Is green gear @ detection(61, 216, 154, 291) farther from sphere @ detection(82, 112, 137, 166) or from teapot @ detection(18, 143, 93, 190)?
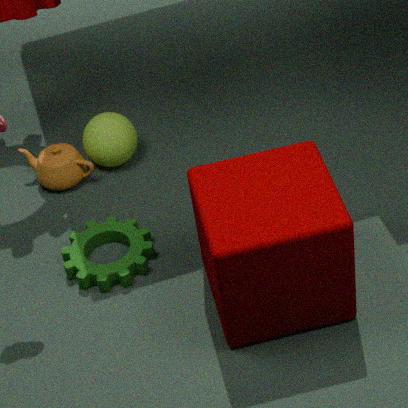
sphere @ detection(82, 112, 137, 166)
